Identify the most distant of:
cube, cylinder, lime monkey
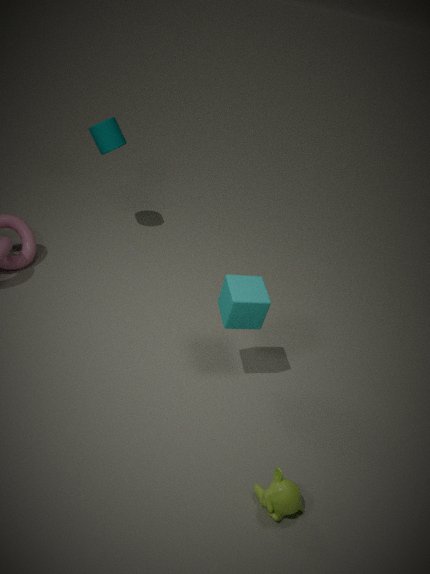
cylinder
